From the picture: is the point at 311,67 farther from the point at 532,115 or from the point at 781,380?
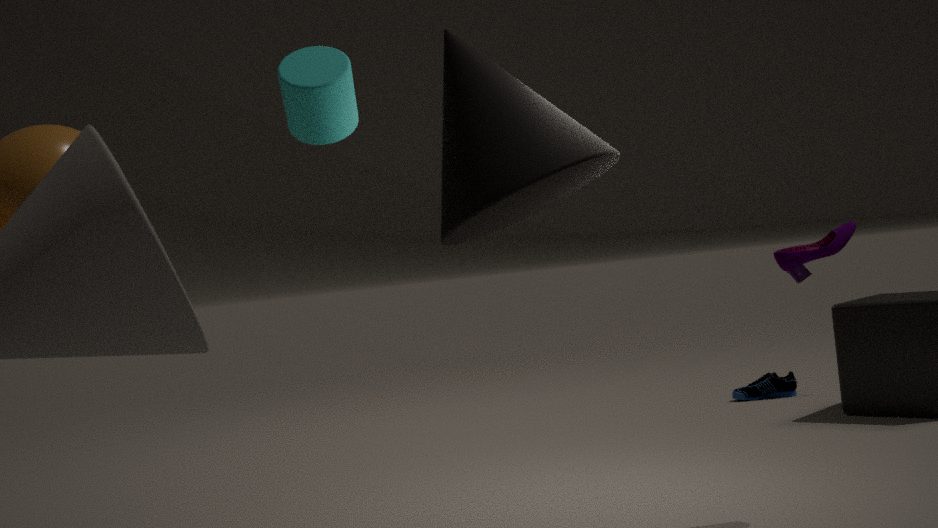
the point at 781,380
